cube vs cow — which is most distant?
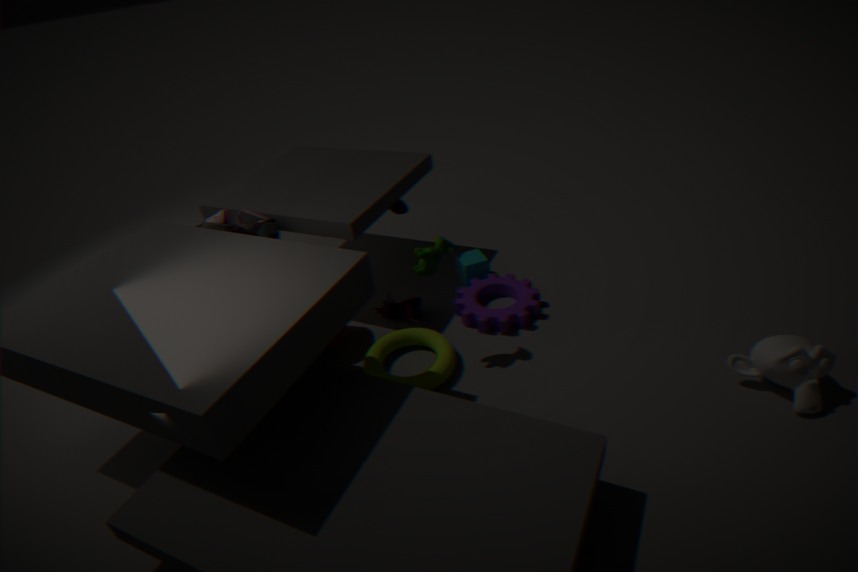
cube
